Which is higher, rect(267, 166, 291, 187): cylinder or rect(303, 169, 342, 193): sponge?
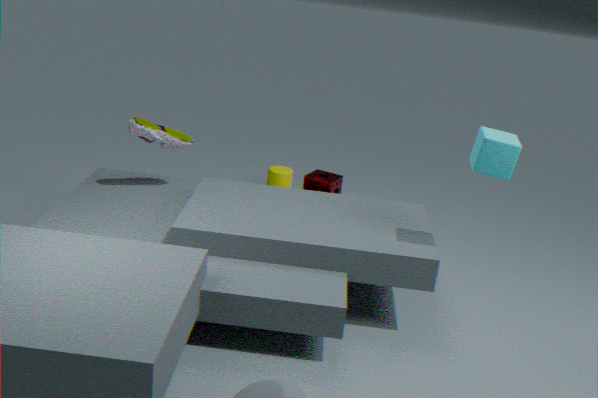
rect(303, 169, 342, 193): sponge
